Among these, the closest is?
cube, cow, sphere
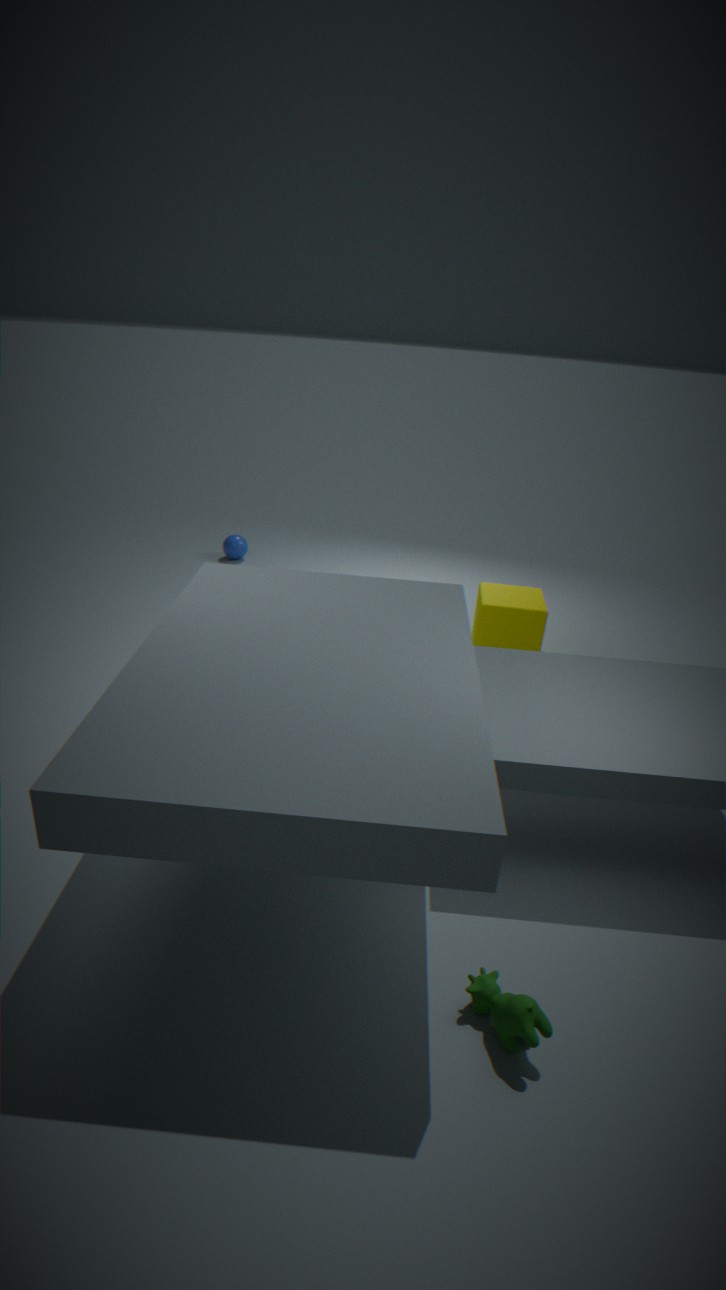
cow
